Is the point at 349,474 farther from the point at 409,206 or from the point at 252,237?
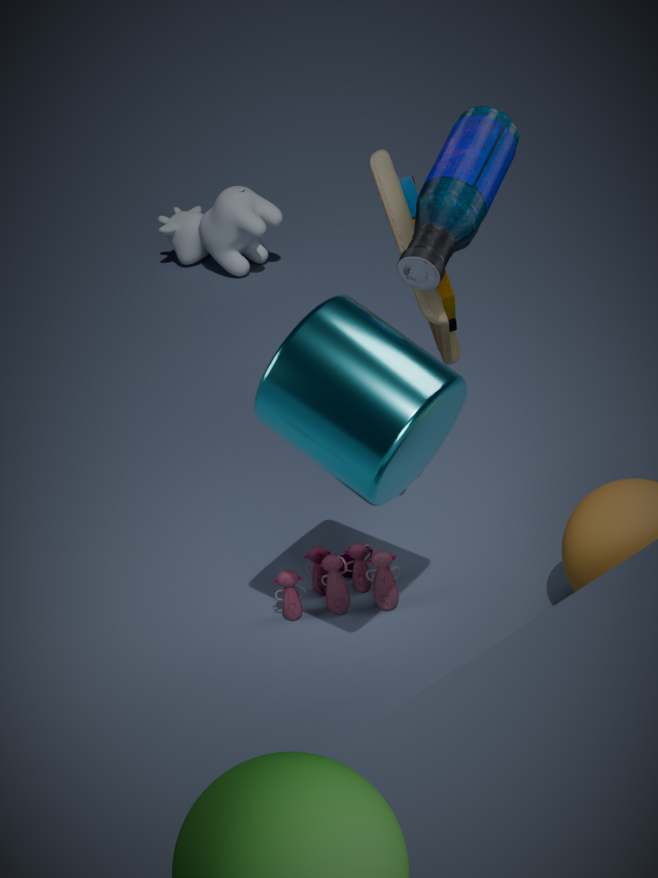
the point at 252,237
